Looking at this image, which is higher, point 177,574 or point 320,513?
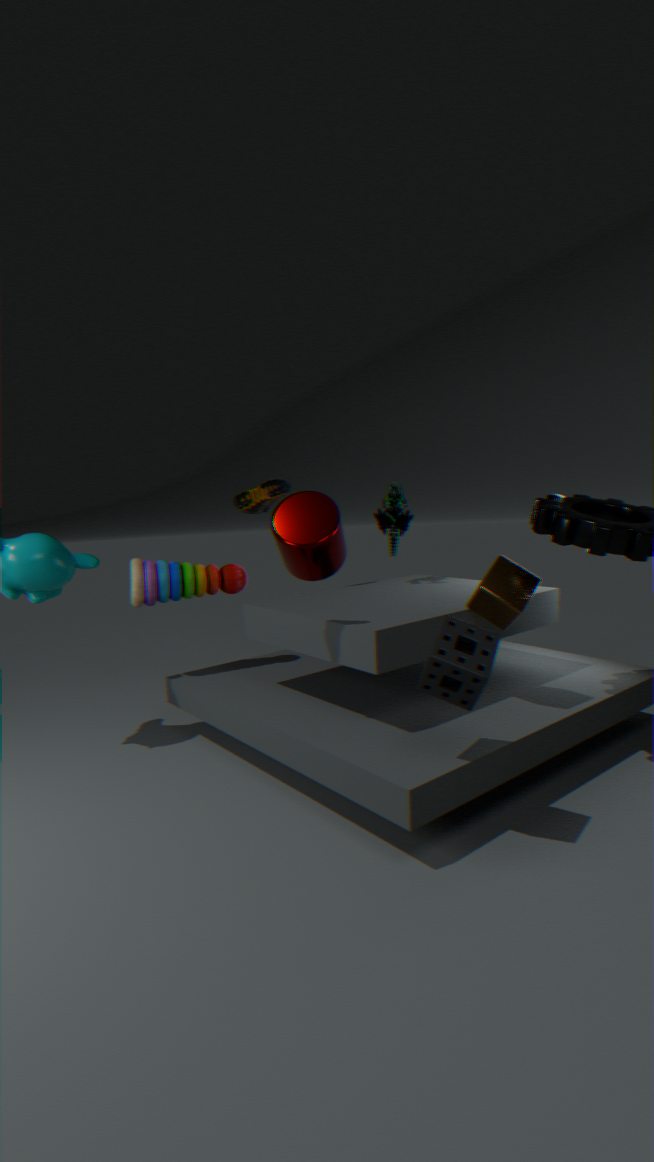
point 320,513
